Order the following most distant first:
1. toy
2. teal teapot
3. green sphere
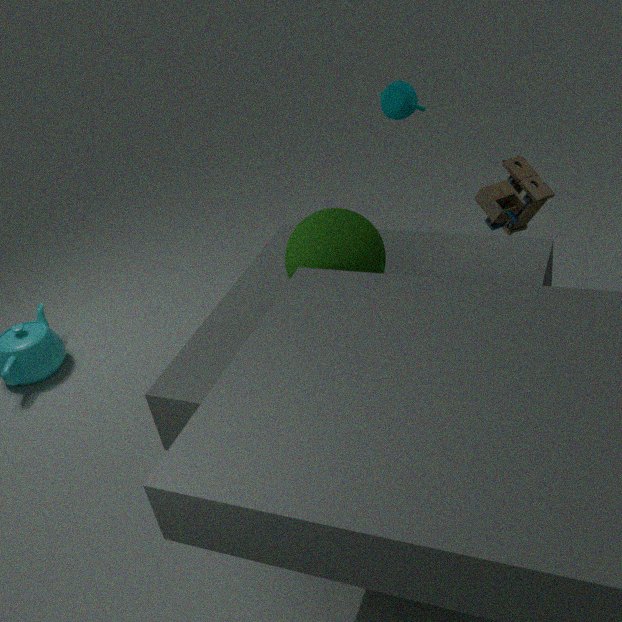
1. teal teapot
2. toy
3. green sphere
